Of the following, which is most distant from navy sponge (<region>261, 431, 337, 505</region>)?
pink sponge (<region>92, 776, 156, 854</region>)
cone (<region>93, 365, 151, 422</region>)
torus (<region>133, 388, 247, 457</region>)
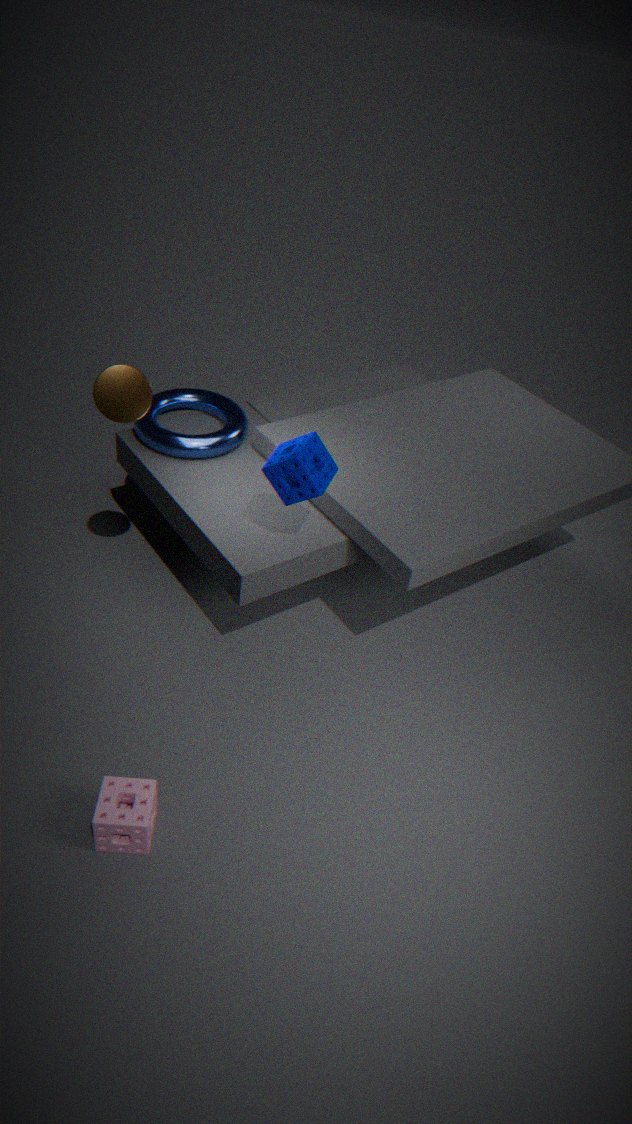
pink sponge (<region>92, 776, 156, 854</region>)
